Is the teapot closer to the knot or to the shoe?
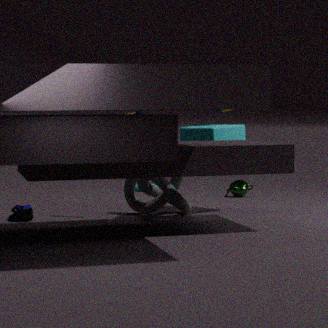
the knot
